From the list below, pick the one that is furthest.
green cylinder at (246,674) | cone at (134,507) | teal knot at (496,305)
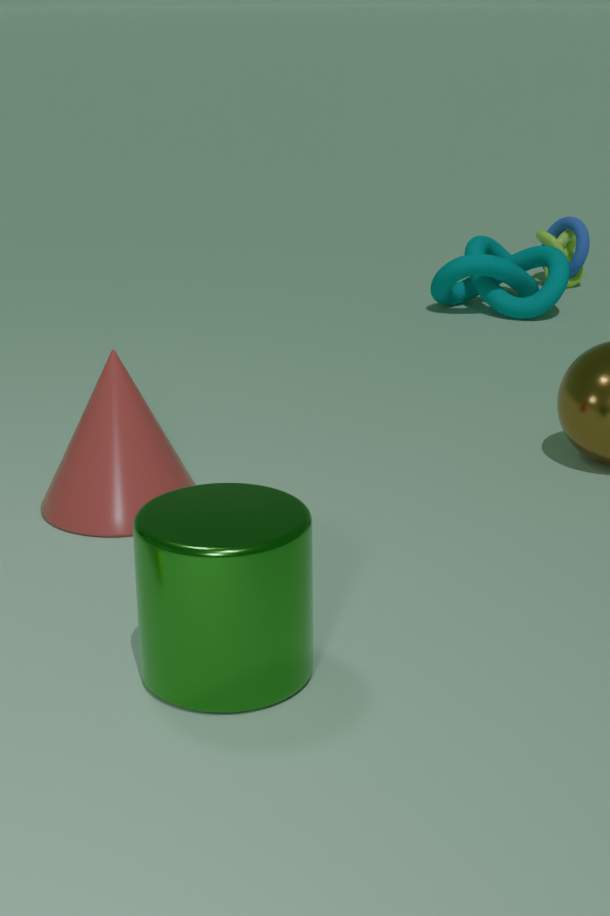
teal knot at (496,305)
